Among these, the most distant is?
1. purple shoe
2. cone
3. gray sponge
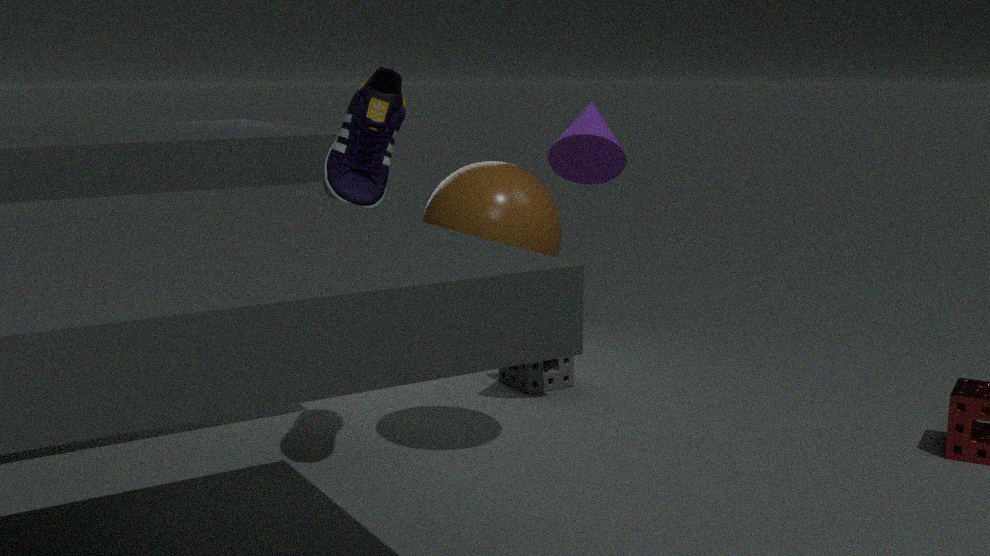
gray sponge
